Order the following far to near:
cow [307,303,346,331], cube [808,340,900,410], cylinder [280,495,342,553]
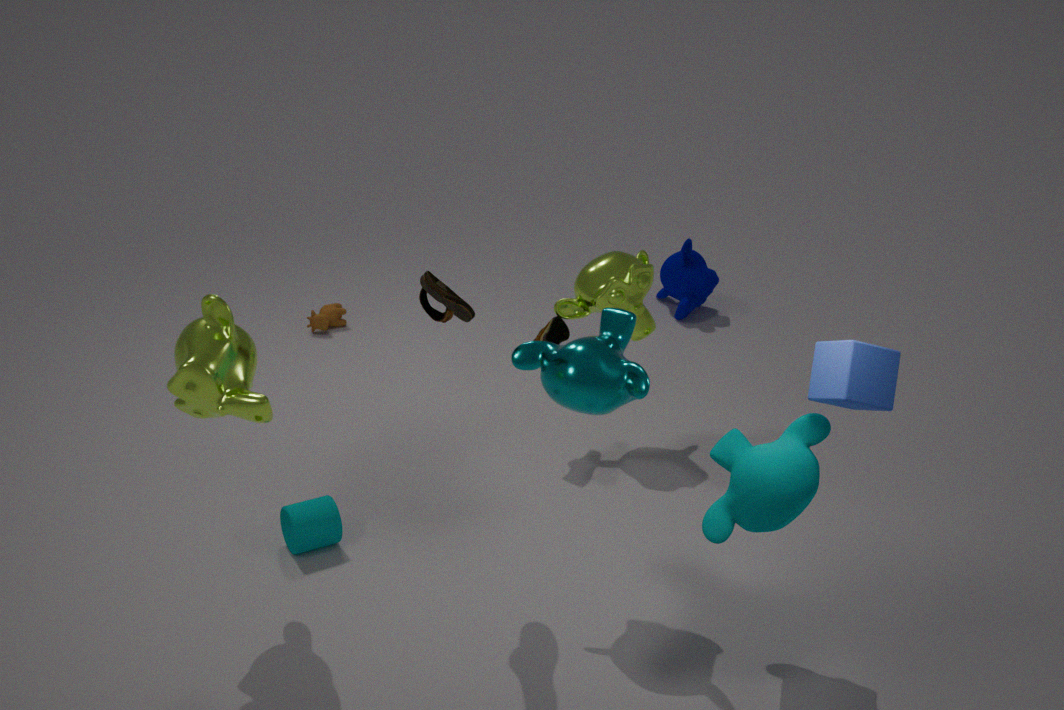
cow [307,303,346,331] → cylinder [280,495,342,553] → cube [808,340,900,410]
